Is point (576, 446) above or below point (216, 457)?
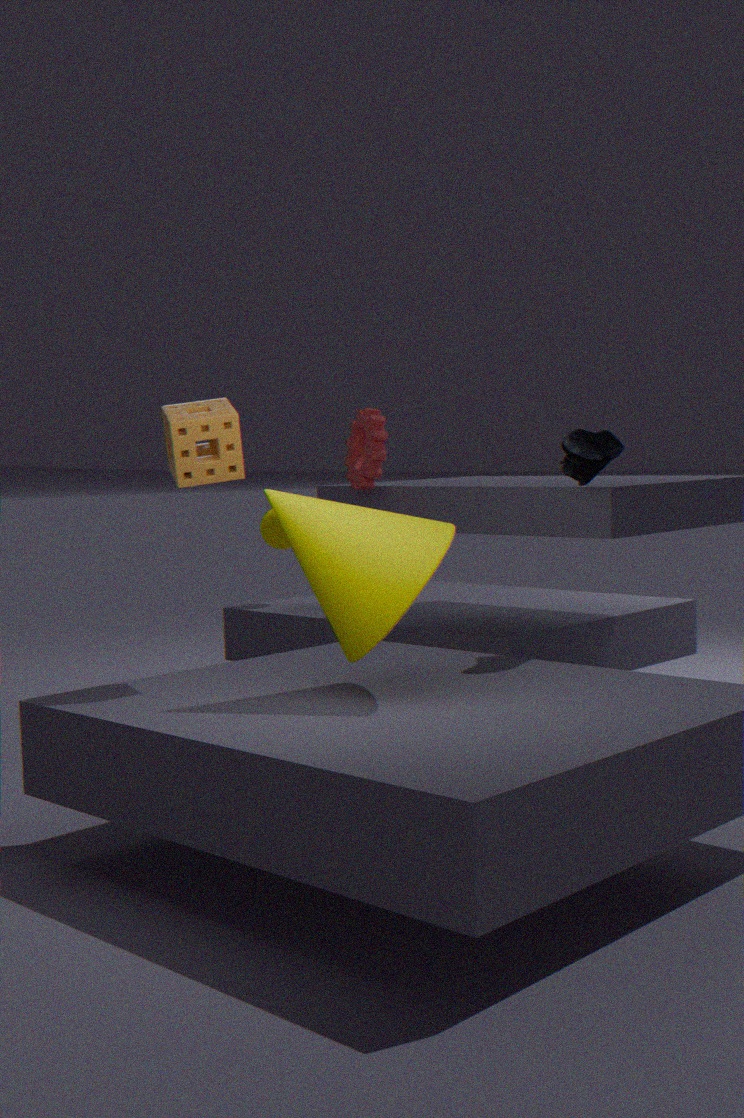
below
